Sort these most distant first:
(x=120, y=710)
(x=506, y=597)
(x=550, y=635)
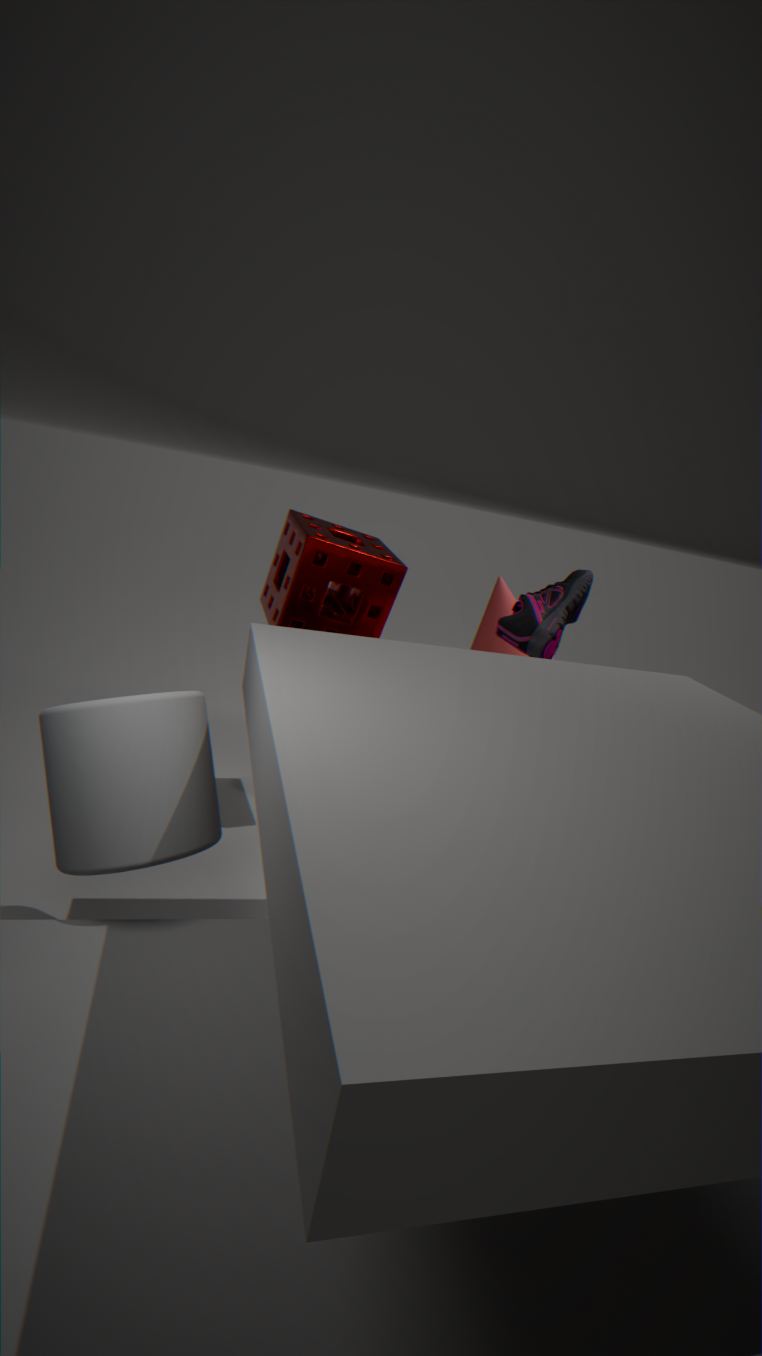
(x=506, y=597) → (x=550, y=635) → (x=120, y=710)
